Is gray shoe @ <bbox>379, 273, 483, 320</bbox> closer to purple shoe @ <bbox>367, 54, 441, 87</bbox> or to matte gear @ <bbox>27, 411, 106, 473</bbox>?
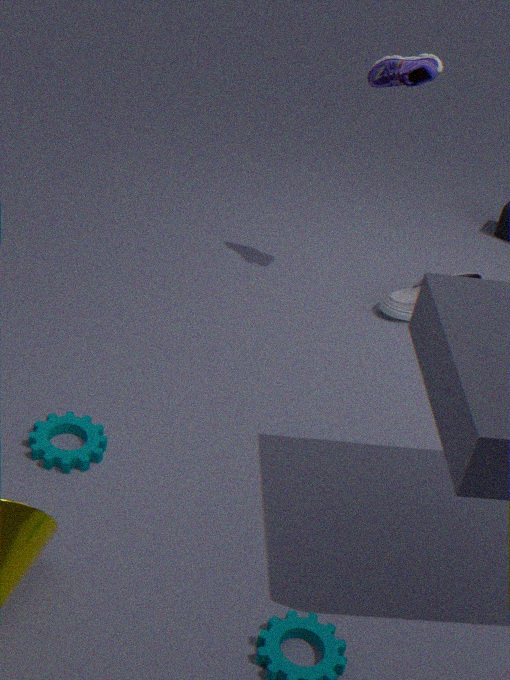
purple shoe @ <bbox>367, 54, 441, 87</bbox>
